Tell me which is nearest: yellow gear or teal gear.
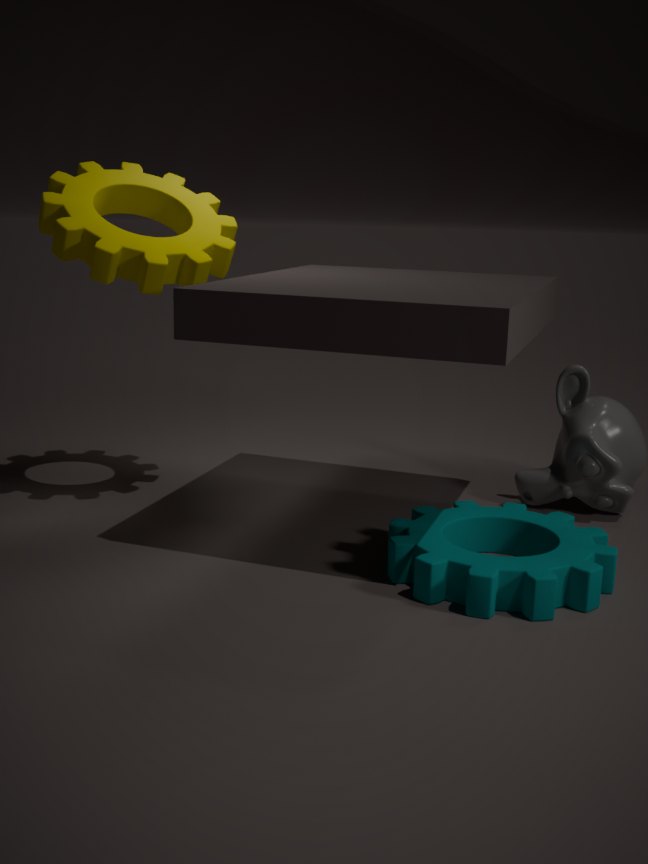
teal gear
